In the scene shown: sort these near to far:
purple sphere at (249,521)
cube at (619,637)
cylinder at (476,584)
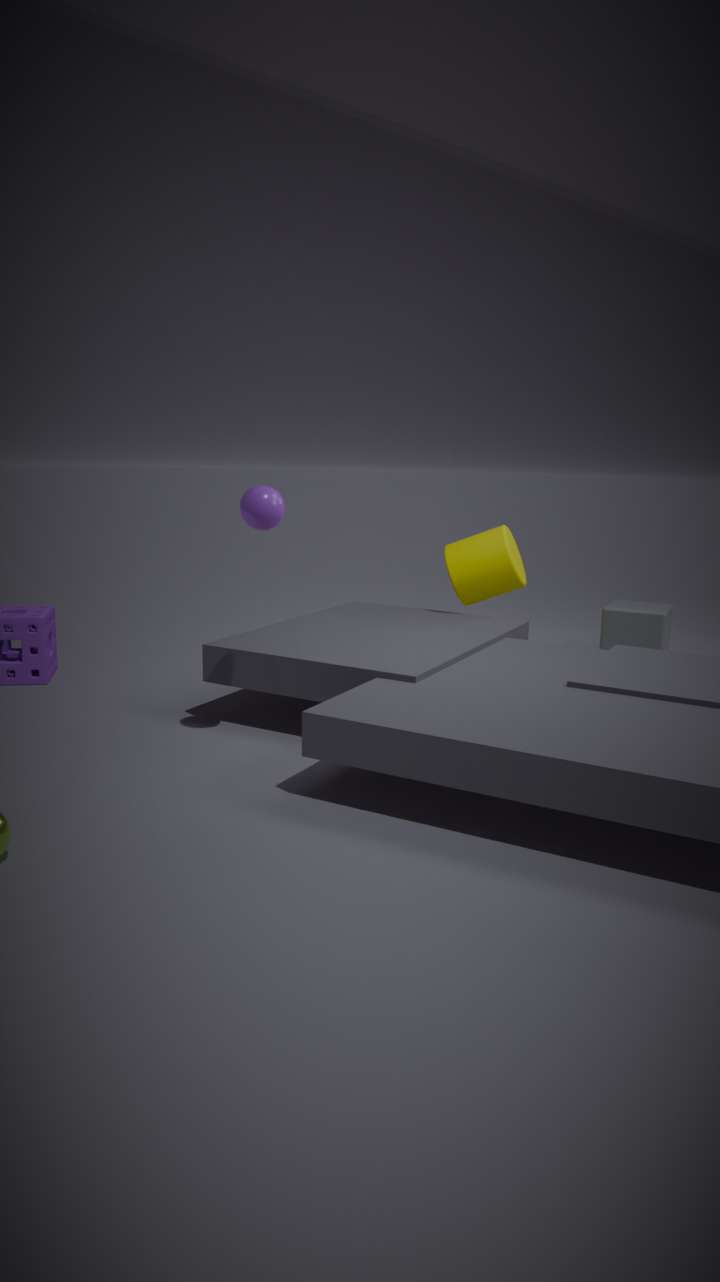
purple sphere at (249,521) < cylinder at (476,584) < cube at (619,637)
